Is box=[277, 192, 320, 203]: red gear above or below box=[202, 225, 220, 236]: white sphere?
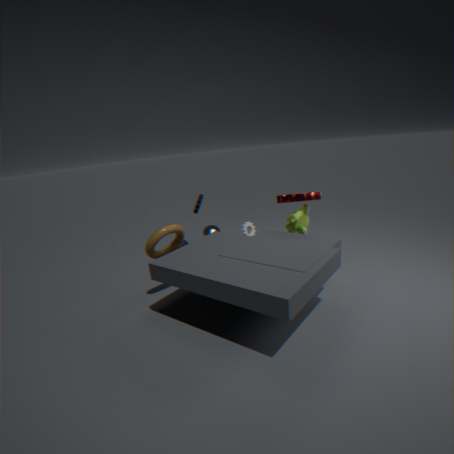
above
